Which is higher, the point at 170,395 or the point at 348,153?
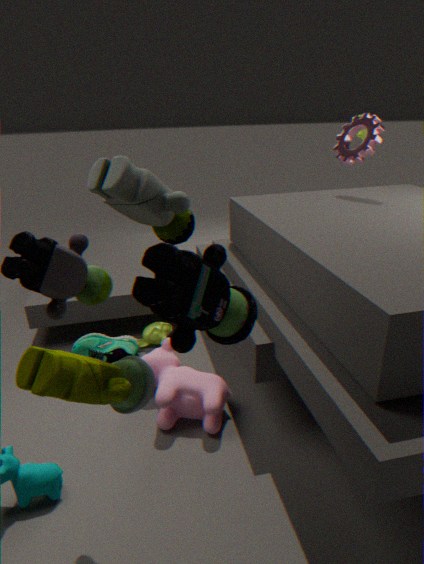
the point at 348,153
